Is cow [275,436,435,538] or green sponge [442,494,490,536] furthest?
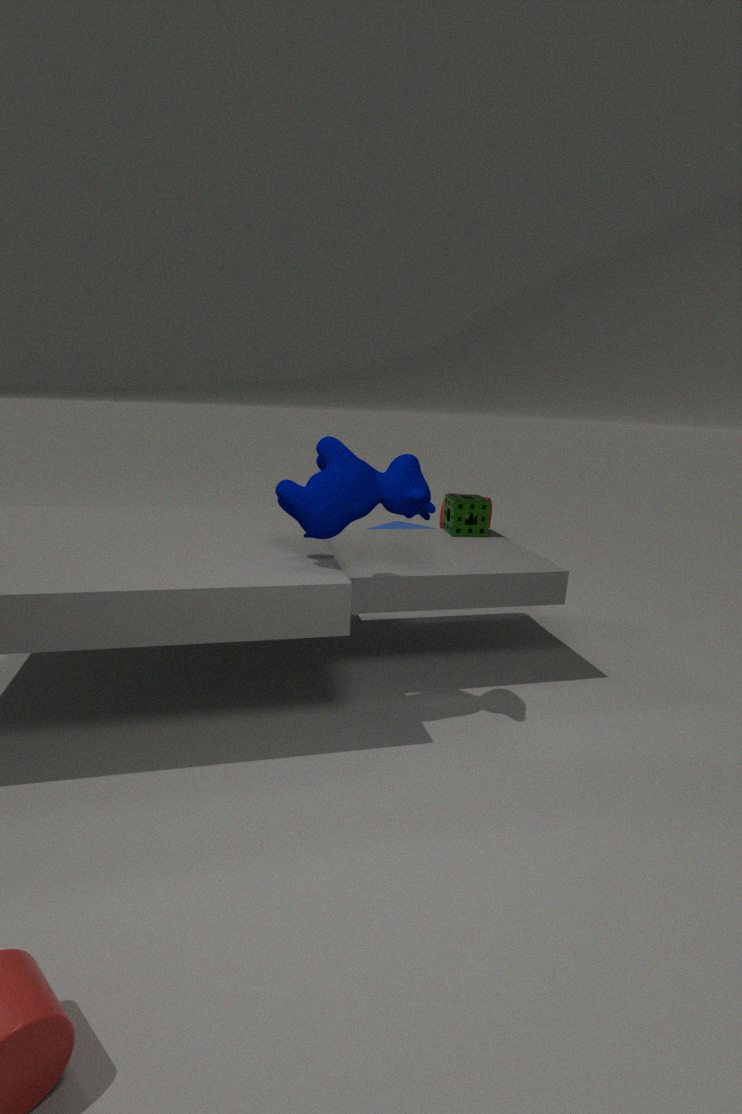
green sponge [442,494,490,536]
